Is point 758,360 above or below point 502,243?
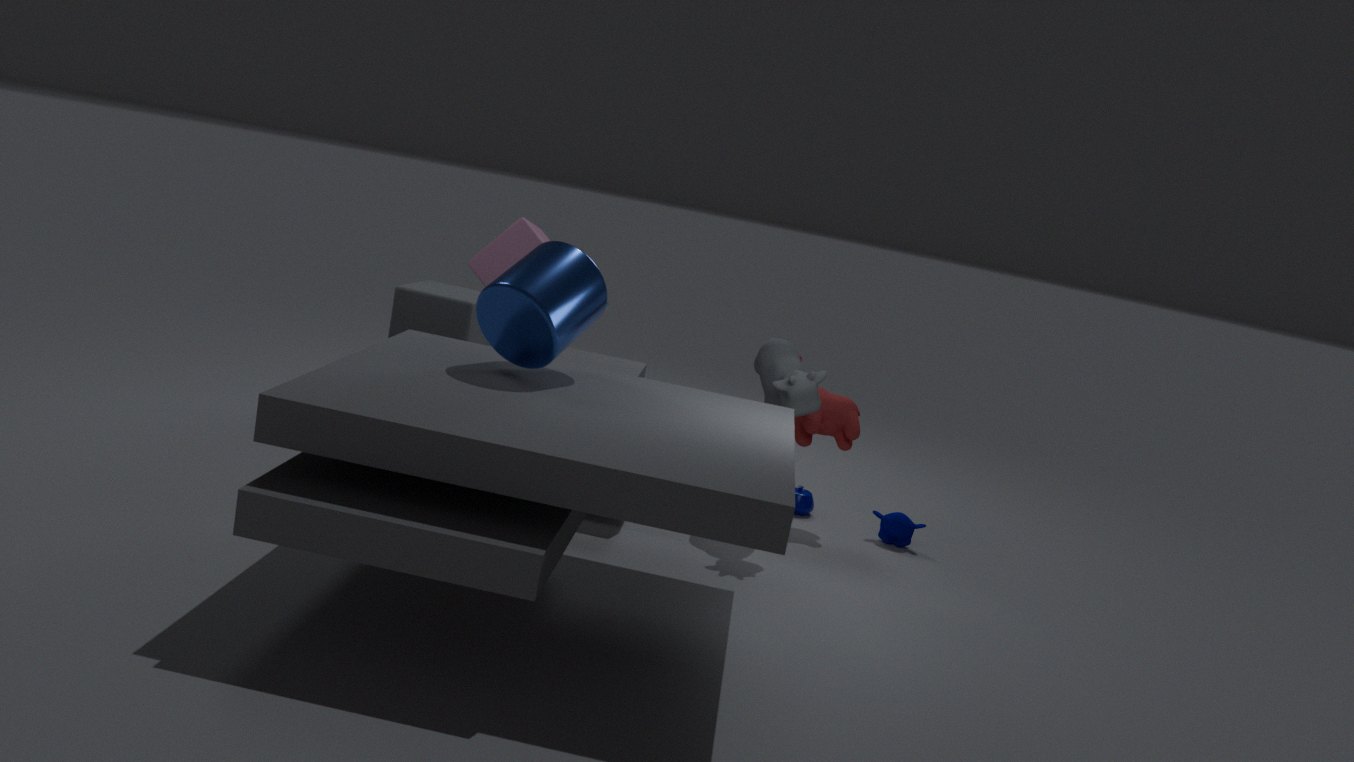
below
